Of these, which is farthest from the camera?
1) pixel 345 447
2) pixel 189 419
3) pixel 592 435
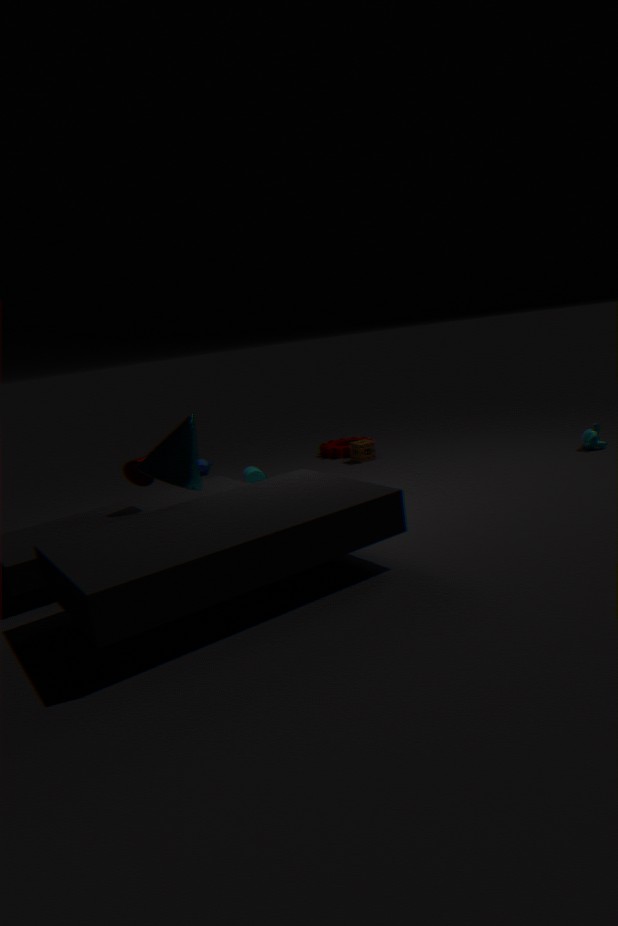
1. pixel 345 447
